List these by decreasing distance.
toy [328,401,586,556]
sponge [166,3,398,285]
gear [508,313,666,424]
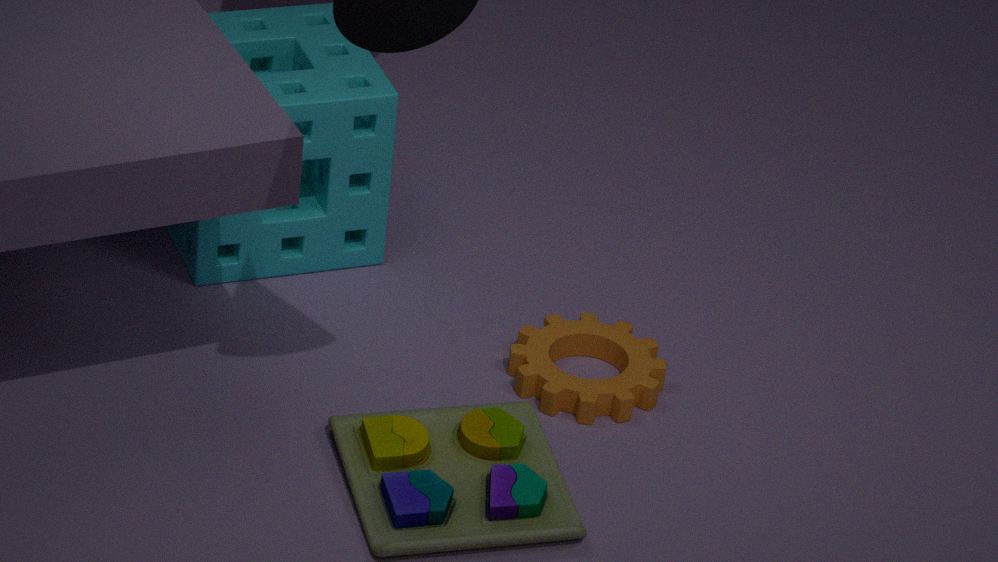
1. sponge [166,3,398,285]
2. gear [508,313,666,424]
3. toy [328,401,586,556]
